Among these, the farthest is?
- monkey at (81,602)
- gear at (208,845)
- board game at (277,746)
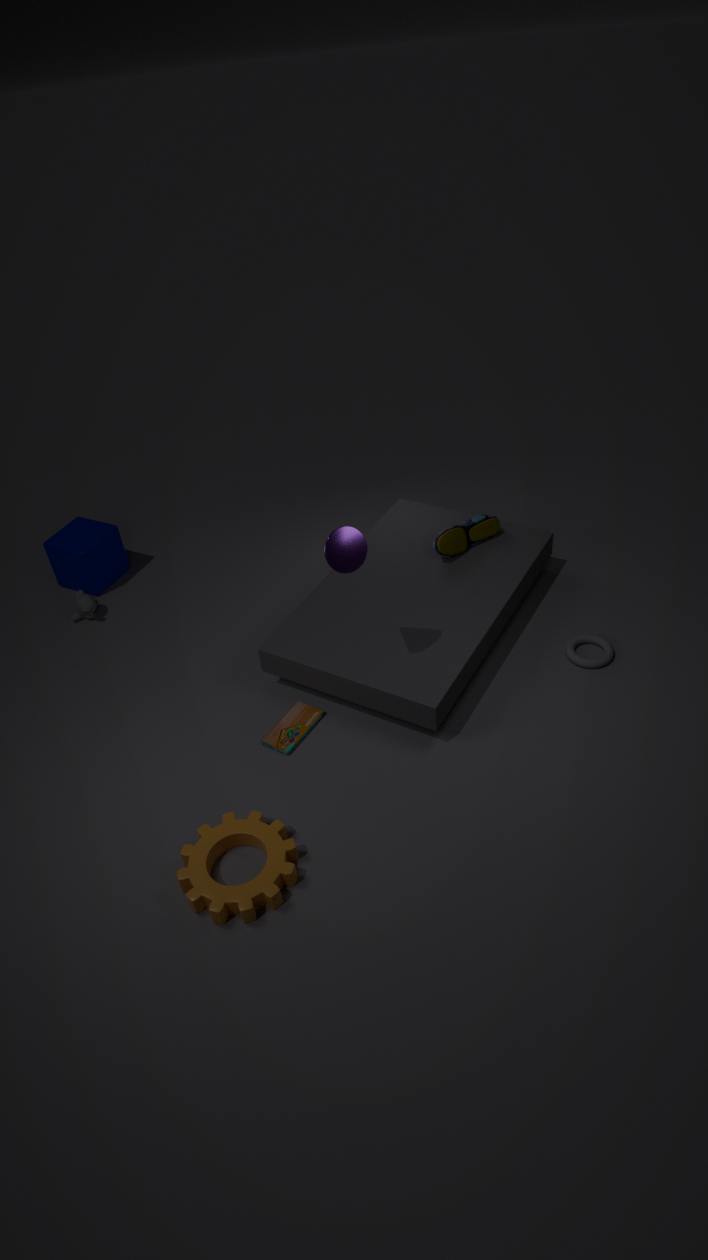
monkey at (81,602)
